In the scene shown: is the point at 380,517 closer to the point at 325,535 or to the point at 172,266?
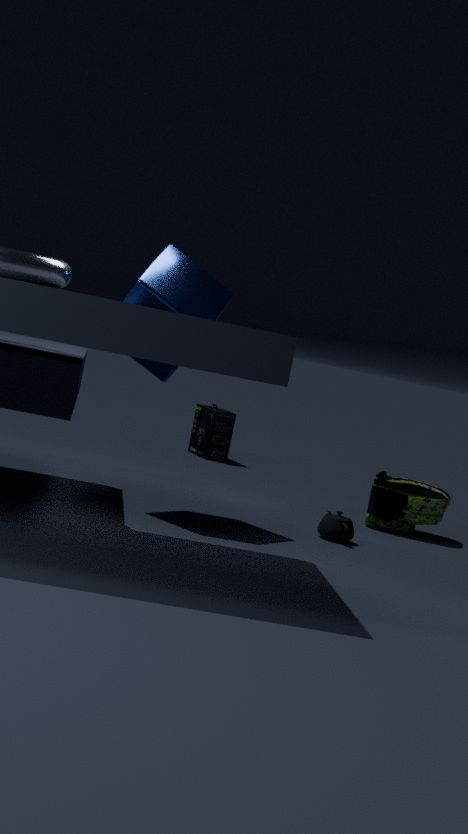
the point at 325,535
